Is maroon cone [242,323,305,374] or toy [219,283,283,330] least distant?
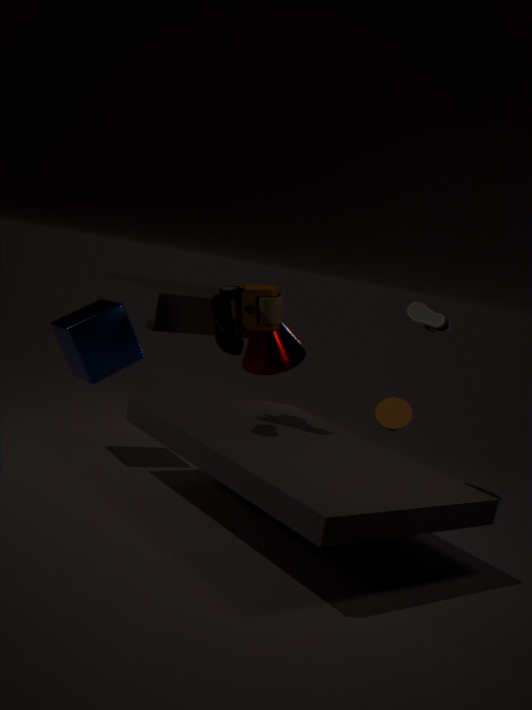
toy [219,283,283,330]
